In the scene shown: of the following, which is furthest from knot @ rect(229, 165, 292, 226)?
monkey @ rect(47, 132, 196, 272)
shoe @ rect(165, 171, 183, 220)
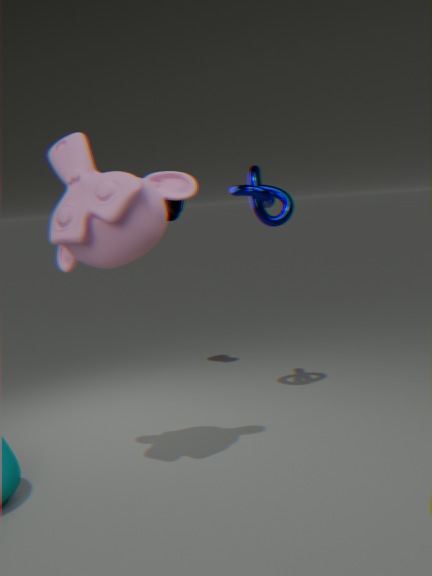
monkey @ rect(47, 132, 196, 272)
